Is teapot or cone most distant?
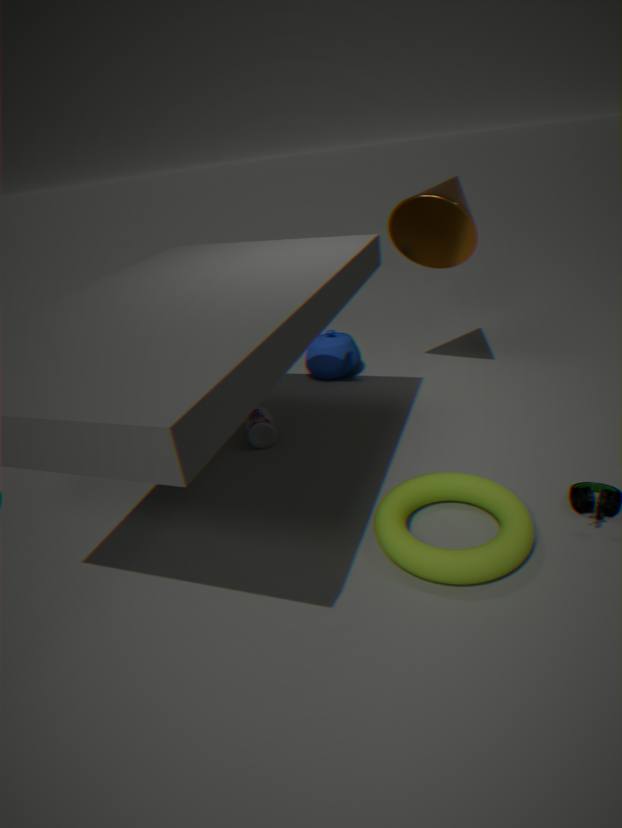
teapot
